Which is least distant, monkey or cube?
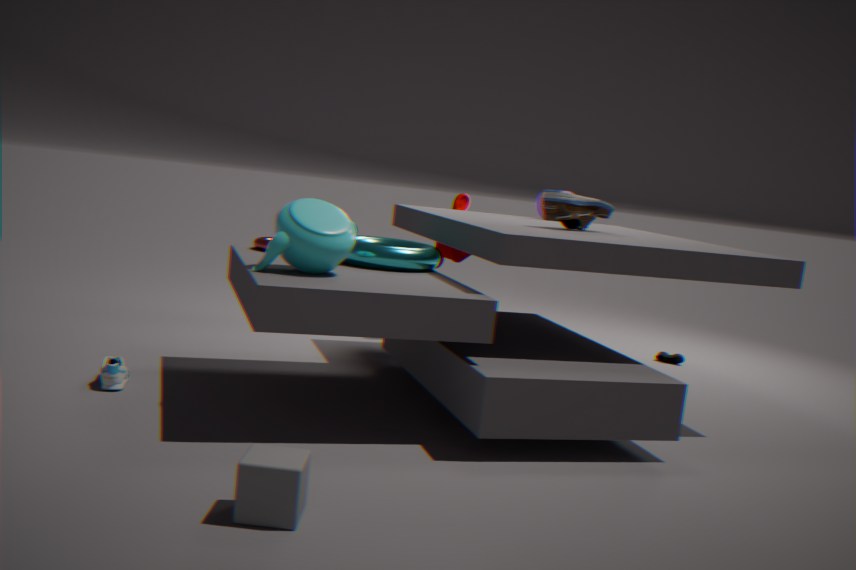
cube
